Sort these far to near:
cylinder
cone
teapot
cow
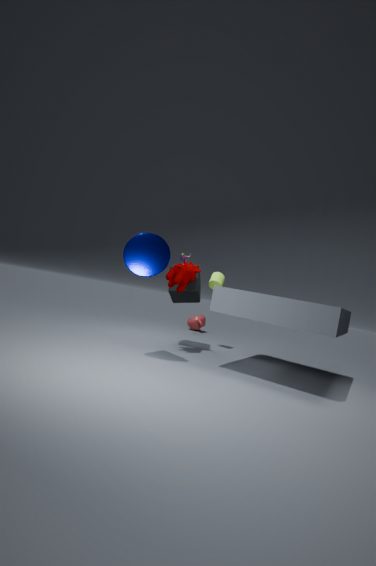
teapot < cylinder < cow < cone
